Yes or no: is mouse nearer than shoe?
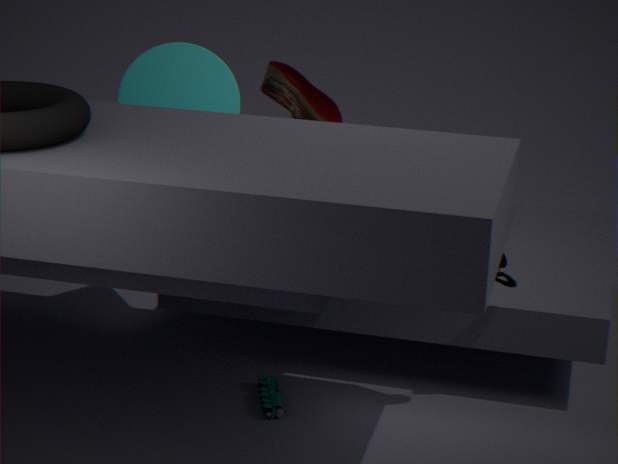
Yes
